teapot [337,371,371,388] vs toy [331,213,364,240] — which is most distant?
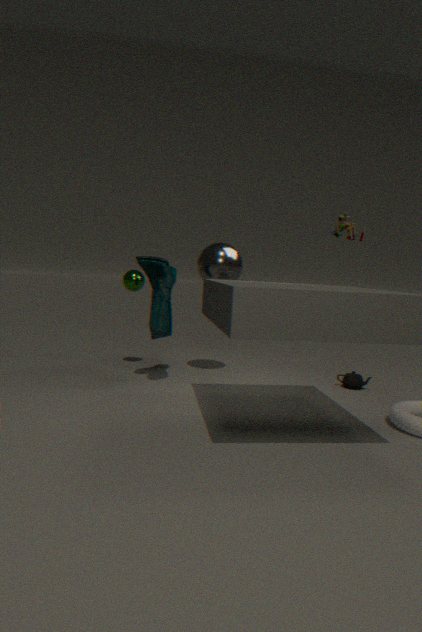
teapot [337,371,371,388]
